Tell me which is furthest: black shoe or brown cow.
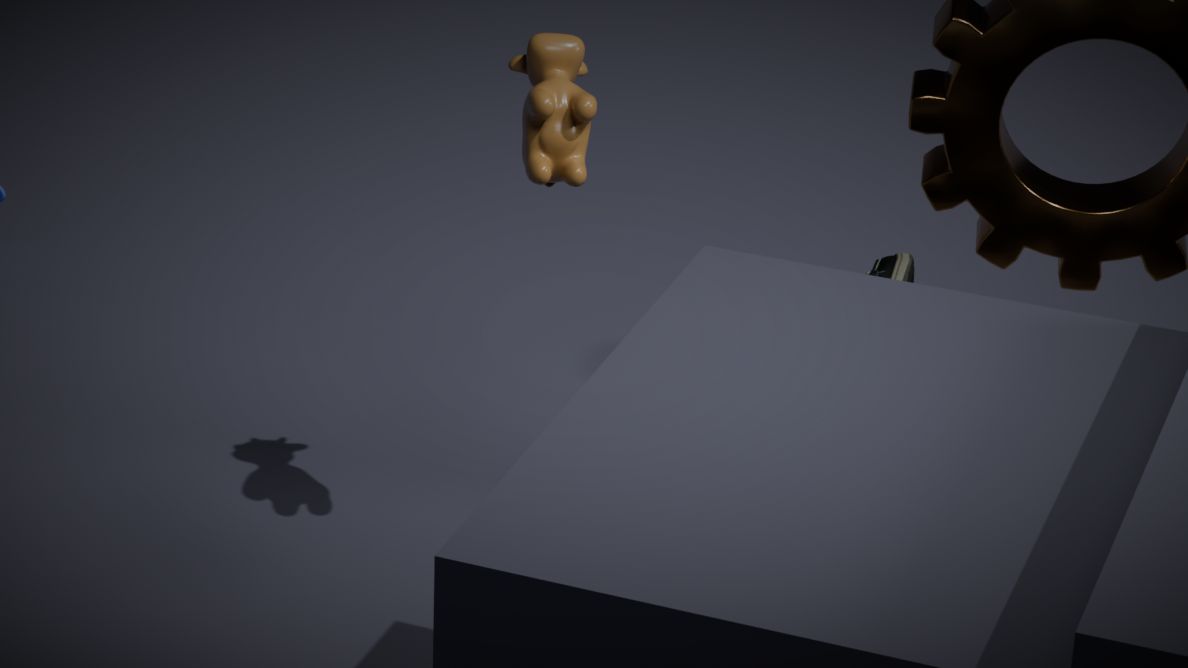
black shoe
